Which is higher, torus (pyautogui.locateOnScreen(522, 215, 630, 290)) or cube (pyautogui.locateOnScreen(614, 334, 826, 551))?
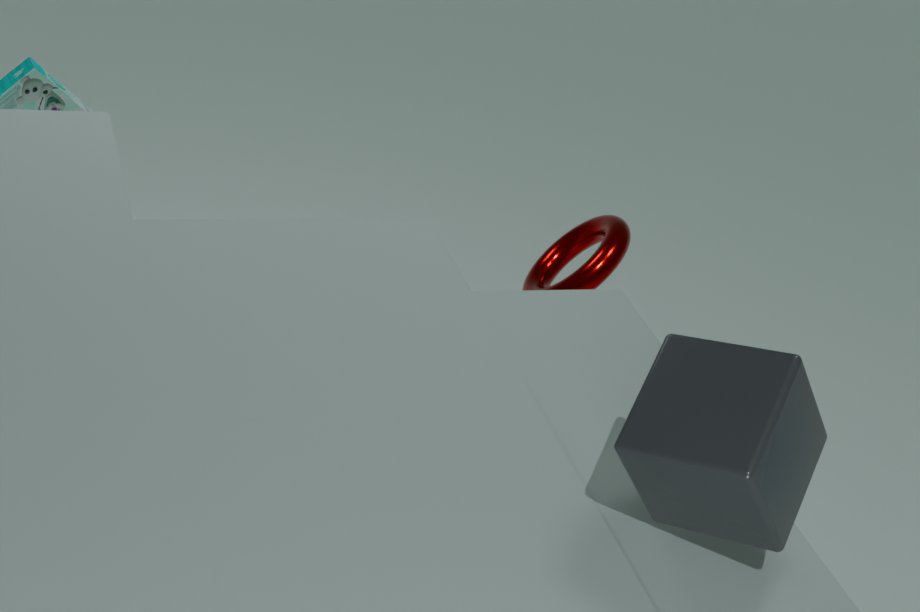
cube (pyautogui.locateOnScreen(614, 334, 826, 551))
